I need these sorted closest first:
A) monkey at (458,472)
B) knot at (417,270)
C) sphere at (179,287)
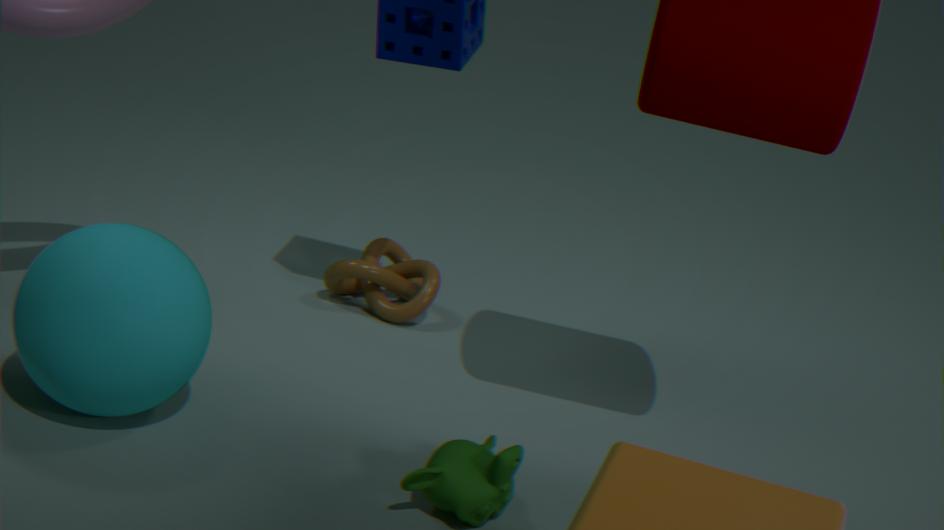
1. monkey at (458,472)
2. sphere at (179,287)
3. knot at (417,270)
